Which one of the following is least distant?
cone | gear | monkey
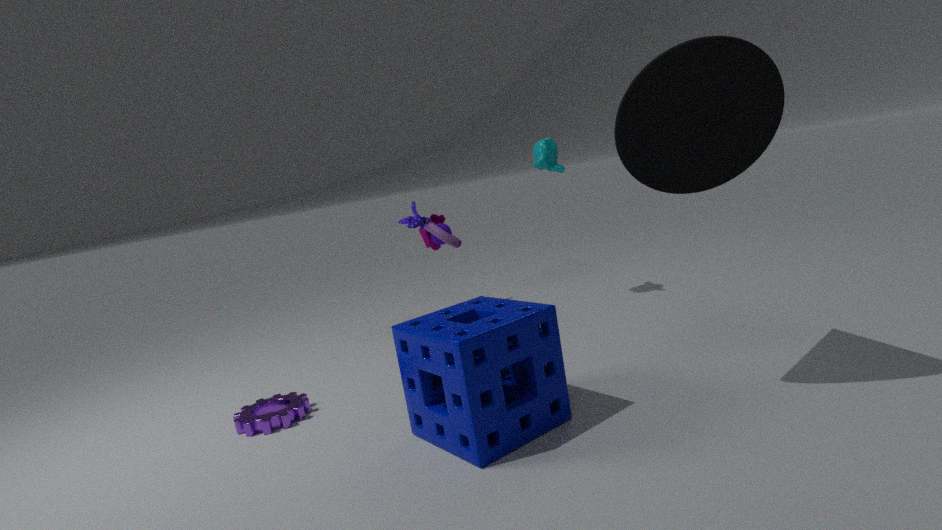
cone
